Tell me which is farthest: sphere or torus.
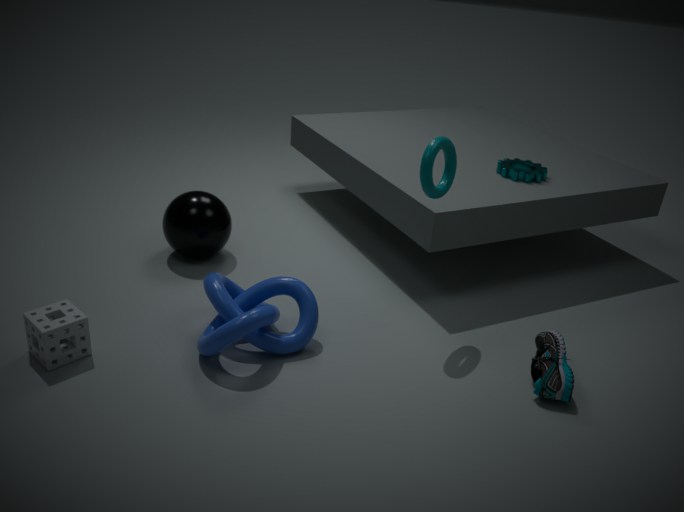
sphere
